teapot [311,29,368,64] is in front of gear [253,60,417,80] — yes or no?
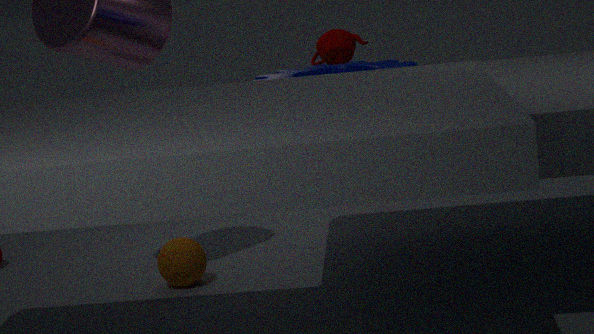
No
